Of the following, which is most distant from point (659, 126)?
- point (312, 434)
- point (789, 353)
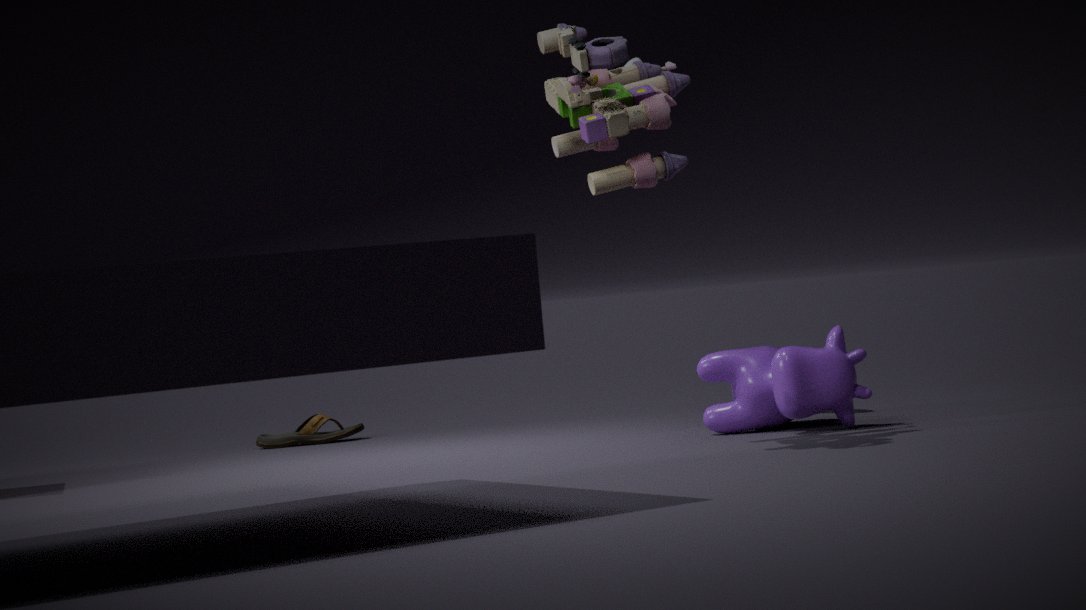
point (312, 434)
